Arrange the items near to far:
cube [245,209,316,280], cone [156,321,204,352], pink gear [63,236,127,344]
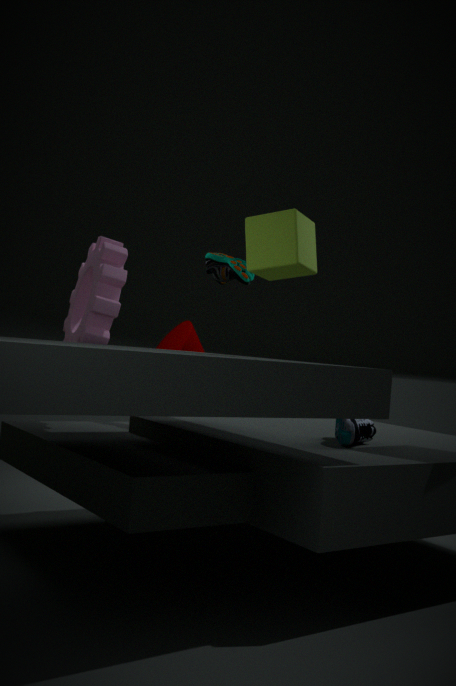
cube [245,209,316,280] → pink gear [63,236,127,344] → cone [156,321,204,352]
